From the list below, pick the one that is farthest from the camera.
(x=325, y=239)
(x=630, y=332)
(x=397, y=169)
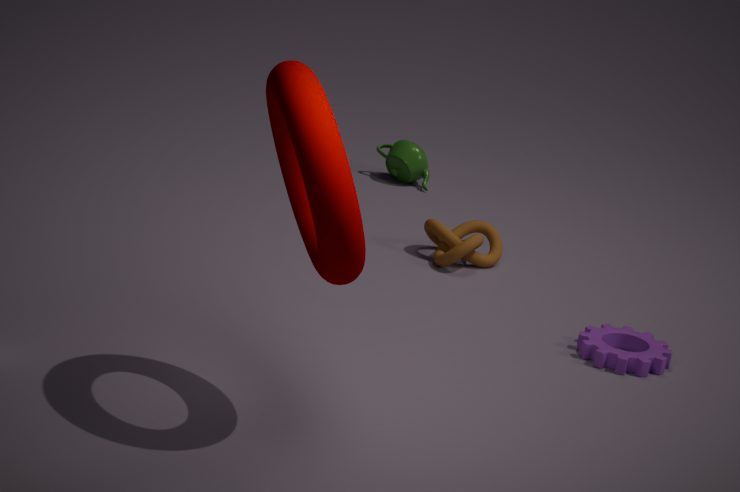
(x=397, y=169)
